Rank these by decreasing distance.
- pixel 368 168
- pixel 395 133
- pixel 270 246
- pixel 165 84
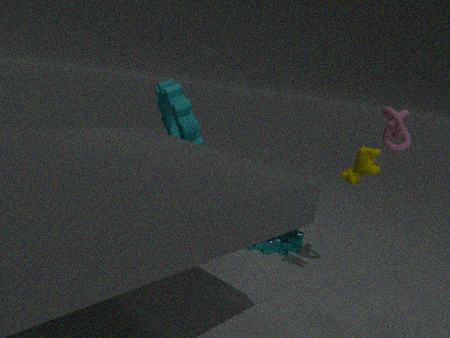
pixel 270 246
pixel 165 84
pixel 395 133
pixel 368 168
